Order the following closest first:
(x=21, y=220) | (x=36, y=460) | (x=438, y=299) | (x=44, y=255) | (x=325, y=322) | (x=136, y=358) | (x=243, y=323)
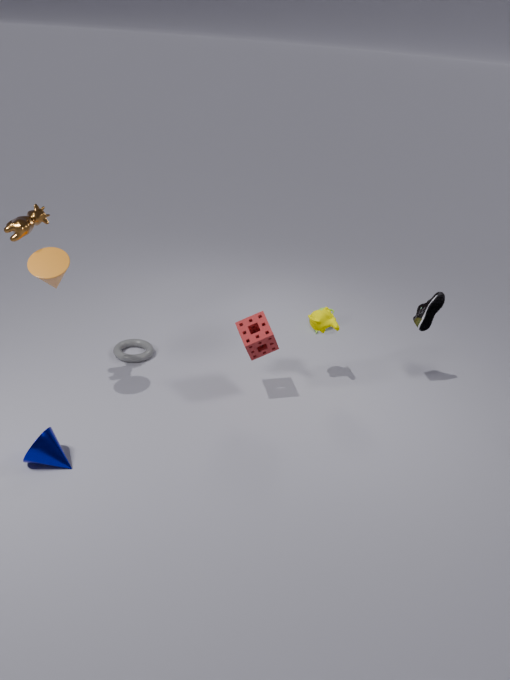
(x=36, y=460)
(x=21, y=220)
(x=44, y=255)
(x=243, y=323)
(x=438, y=299)
(x=325, y=322)
(x=136, y=358)
